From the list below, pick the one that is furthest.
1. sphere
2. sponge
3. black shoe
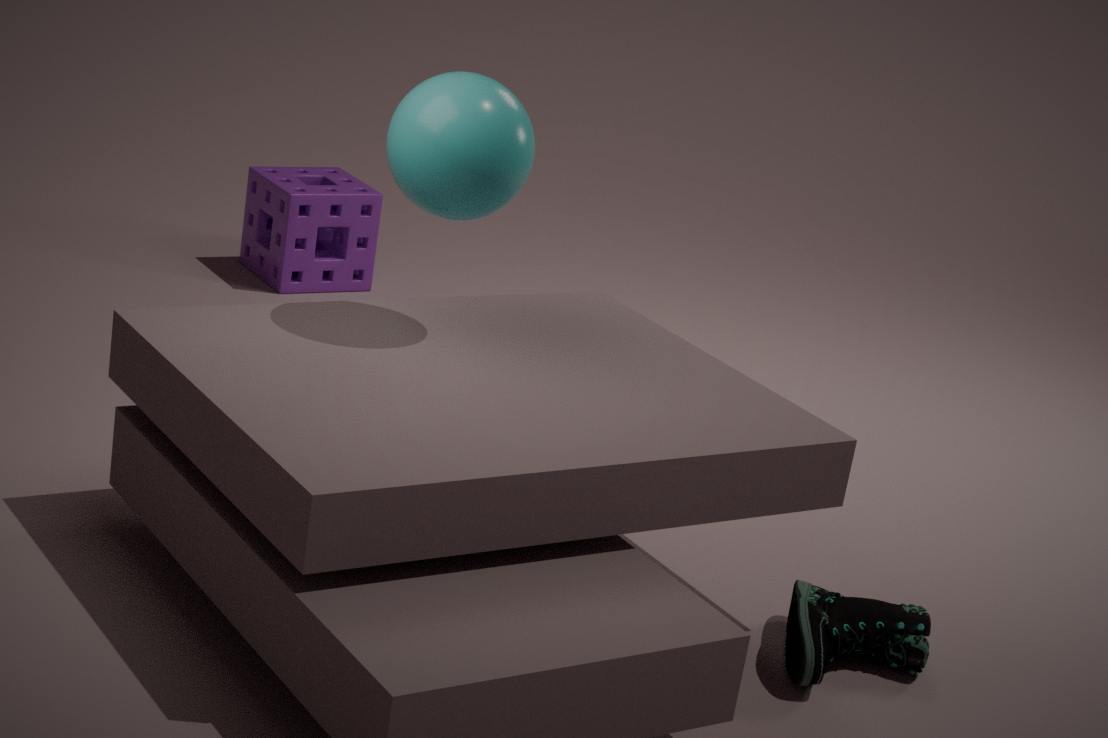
sponge
